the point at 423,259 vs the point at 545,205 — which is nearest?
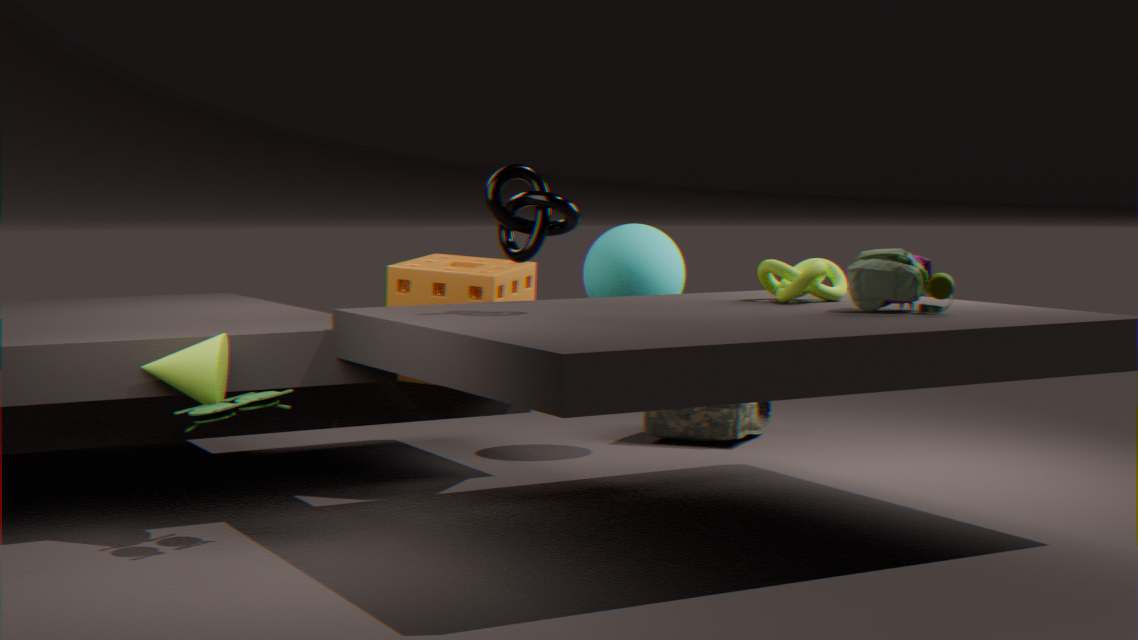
the point at 545,205
